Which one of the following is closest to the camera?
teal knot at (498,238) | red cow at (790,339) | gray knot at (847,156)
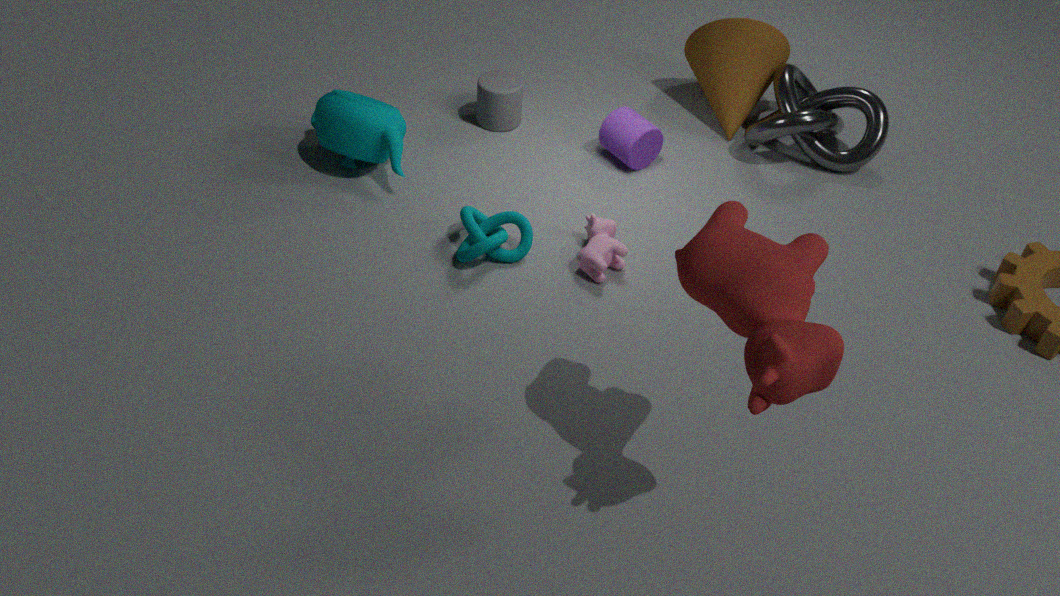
red cow at (790,339)
